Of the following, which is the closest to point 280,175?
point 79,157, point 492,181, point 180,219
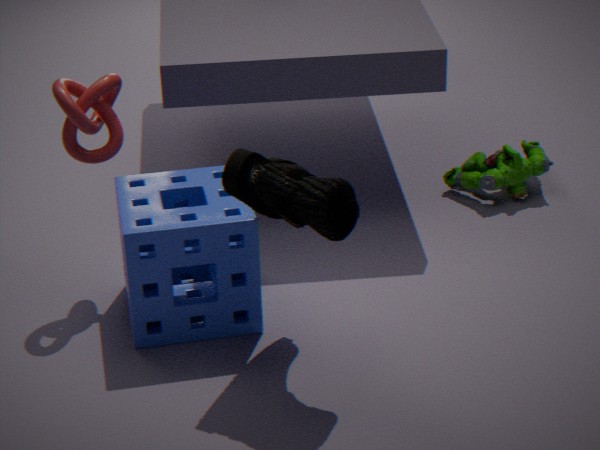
point 180,219
